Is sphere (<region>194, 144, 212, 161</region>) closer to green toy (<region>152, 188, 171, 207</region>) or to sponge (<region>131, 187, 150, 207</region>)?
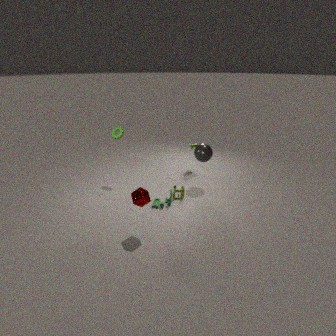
green toy (<region>152, 188, 171, 207</region>)
